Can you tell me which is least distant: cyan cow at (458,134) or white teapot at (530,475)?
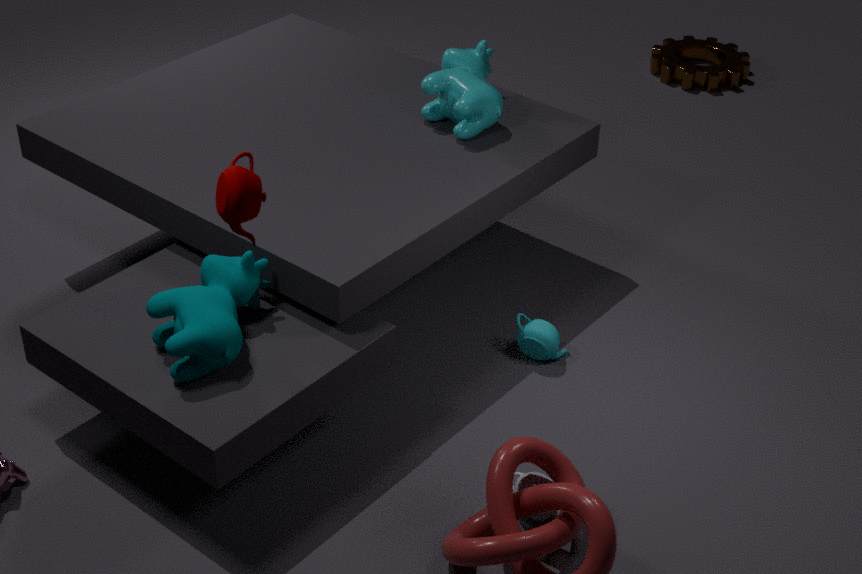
white teapot at (530,475)
